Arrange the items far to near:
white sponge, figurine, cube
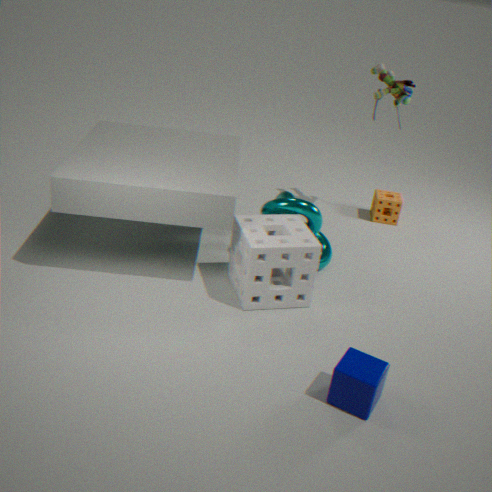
figurine → white sponge → cube
